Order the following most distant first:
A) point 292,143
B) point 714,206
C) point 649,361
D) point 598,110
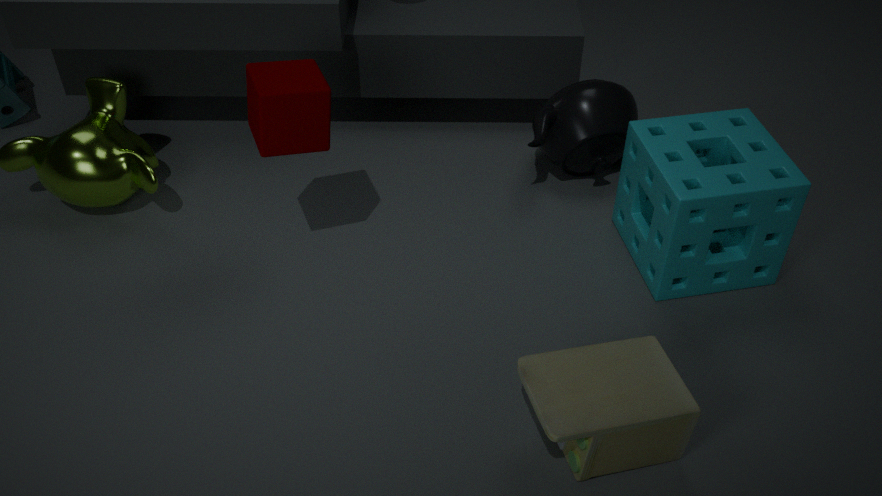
1. point 598,110
2. point 714,206
3. point 292,143
4. point 649,361
